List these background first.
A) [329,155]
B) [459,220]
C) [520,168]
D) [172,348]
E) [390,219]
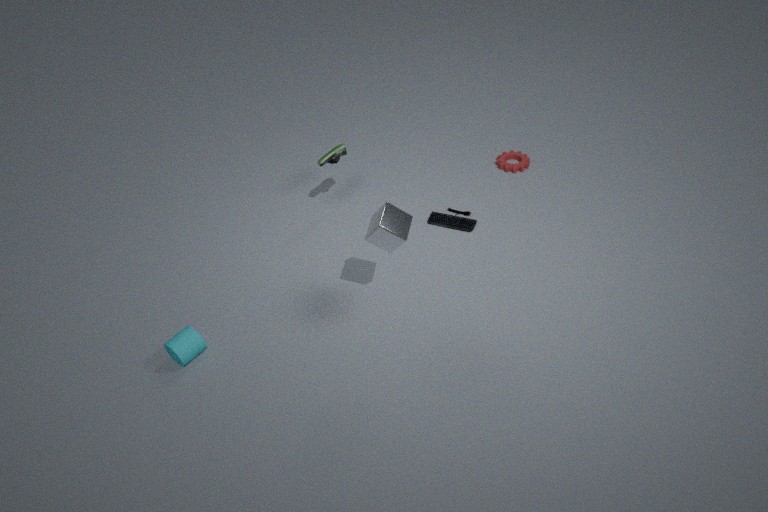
1. [520,168]
2. [459,220]
3. [329,155]
4. [172,348]
5. [390,219]
